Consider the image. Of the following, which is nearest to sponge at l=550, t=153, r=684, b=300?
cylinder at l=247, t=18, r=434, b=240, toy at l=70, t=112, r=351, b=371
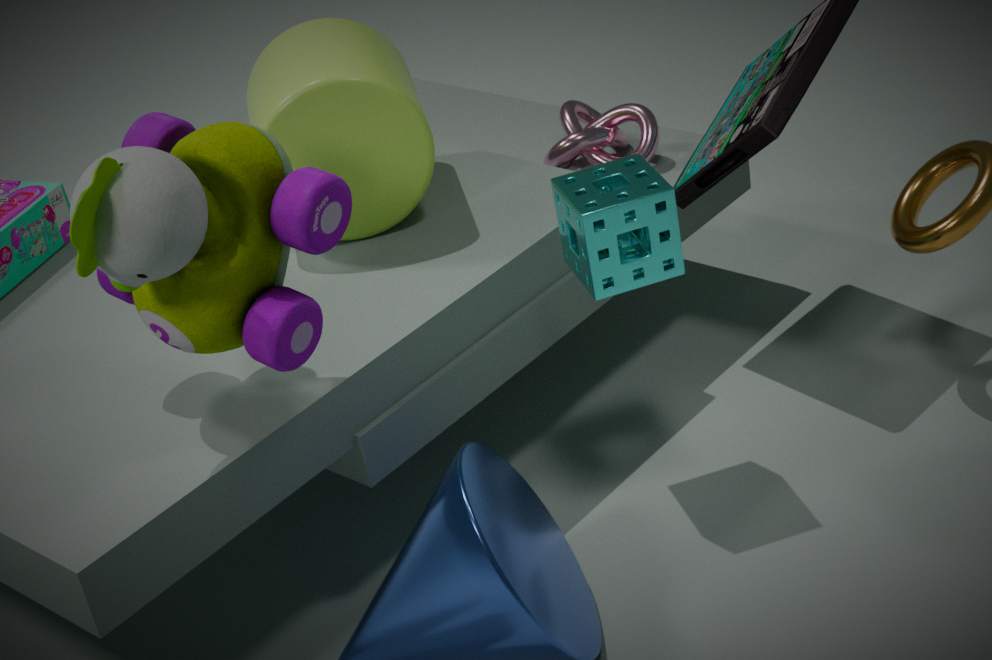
cylinder at l=247, t=18, r=434, b=240
